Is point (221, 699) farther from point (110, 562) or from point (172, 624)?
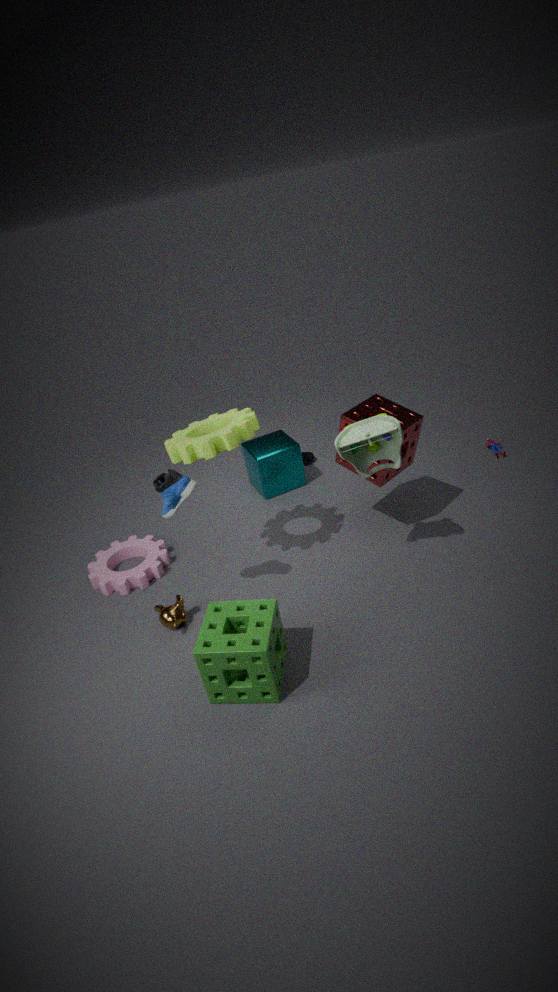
point (110, 562)
